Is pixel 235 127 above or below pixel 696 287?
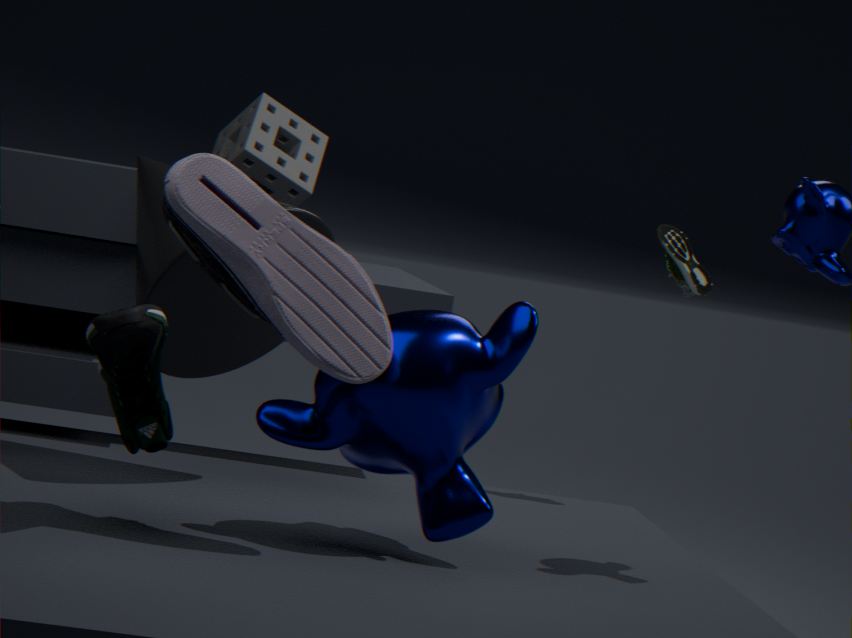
above
